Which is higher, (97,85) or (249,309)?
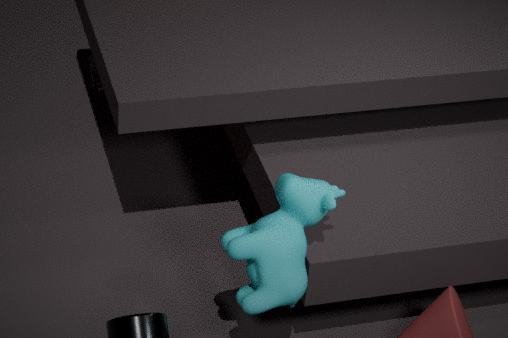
(249,309)
